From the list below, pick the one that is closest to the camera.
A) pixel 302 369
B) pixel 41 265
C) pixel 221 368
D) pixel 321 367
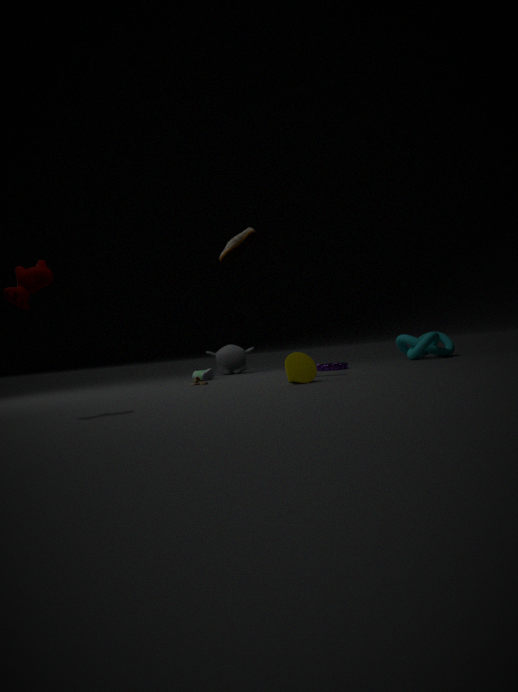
pixel 41 265
